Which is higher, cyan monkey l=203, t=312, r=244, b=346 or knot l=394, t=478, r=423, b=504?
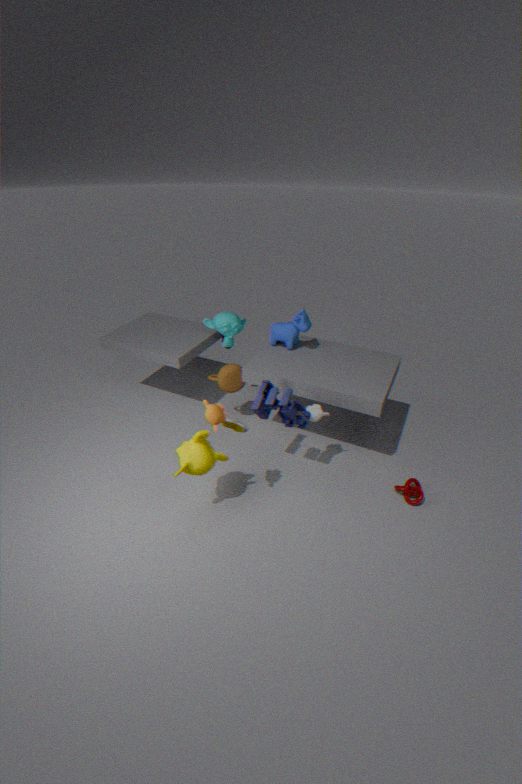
cyan monkey l=203, t=312, r=244, b=346
